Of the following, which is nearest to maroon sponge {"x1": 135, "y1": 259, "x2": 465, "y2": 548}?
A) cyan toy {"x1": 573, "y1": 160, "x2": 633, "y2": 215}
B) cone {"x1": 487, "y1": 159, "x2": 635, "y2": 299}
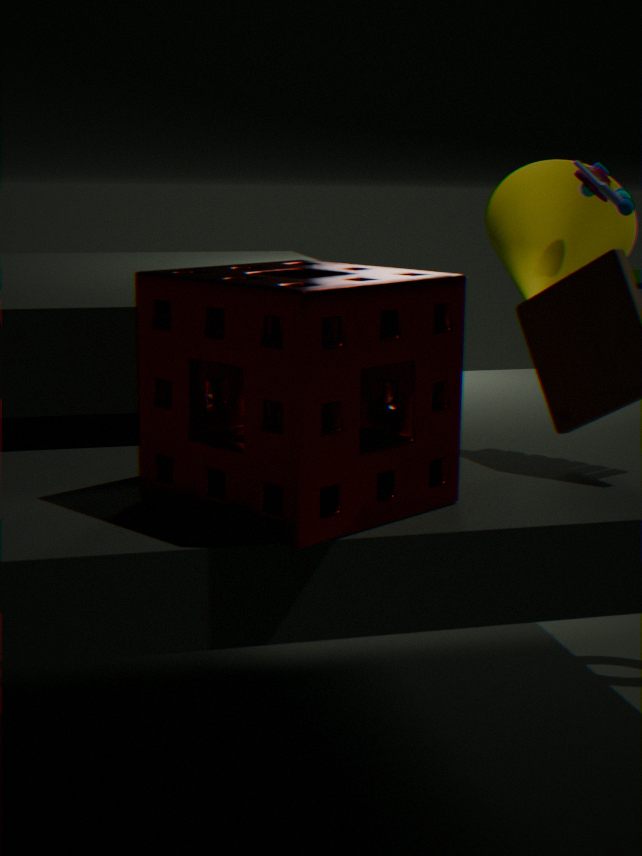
cyan toy {"x1": 573, "y1": 160, "x2": 633, "y2": 215}
